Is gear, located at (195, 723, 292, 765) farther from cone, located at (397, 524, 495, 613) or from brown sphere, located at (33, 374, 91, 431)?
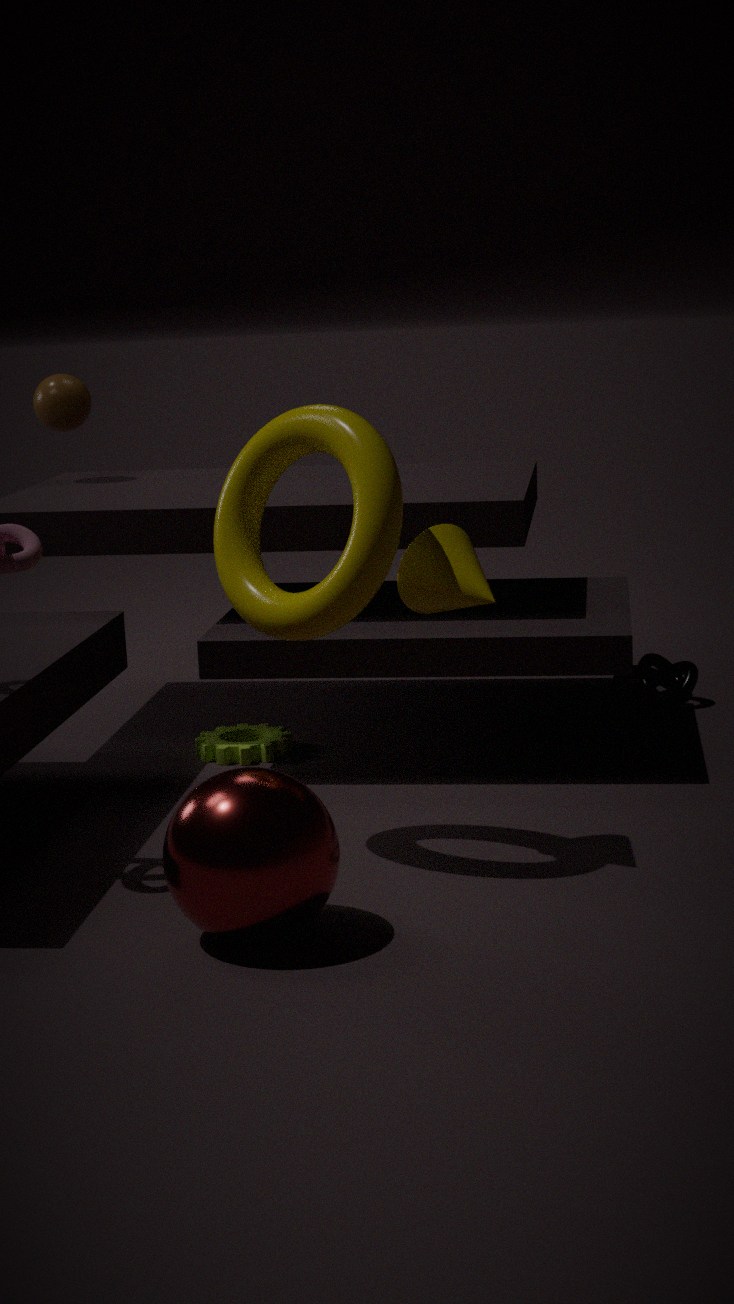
brown sphere, located at (33, 374, 91, 431)
